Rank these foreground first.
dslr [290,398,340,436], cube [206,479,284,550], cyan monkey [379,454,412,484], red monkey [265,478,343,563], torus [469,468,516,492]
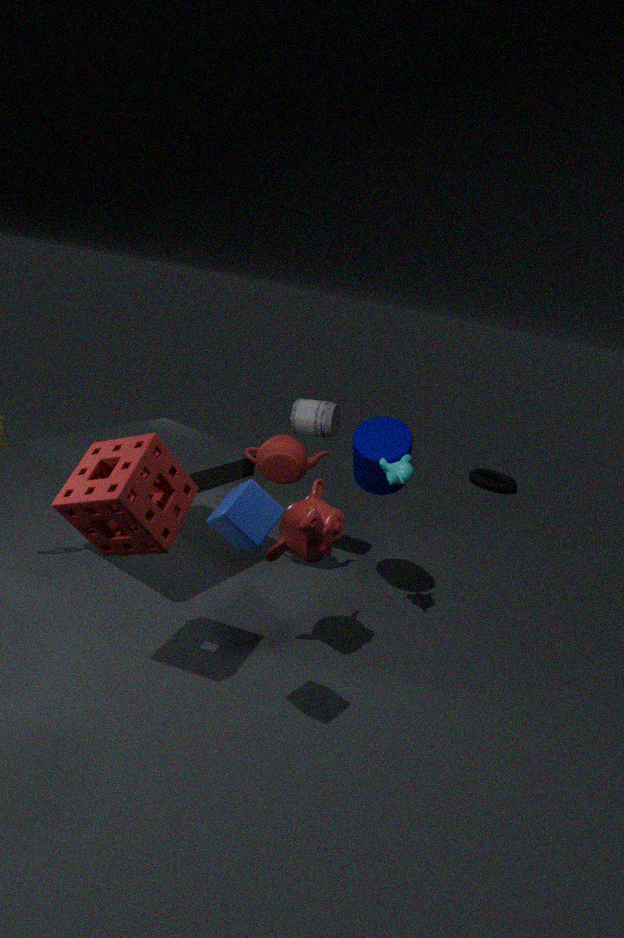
cube [206,479,284,550]
red monkey [265,478,343,563]
cyan monkey [379,454,412,484]
dslr [290,398,340,436]
torus [469,468,516,492]
